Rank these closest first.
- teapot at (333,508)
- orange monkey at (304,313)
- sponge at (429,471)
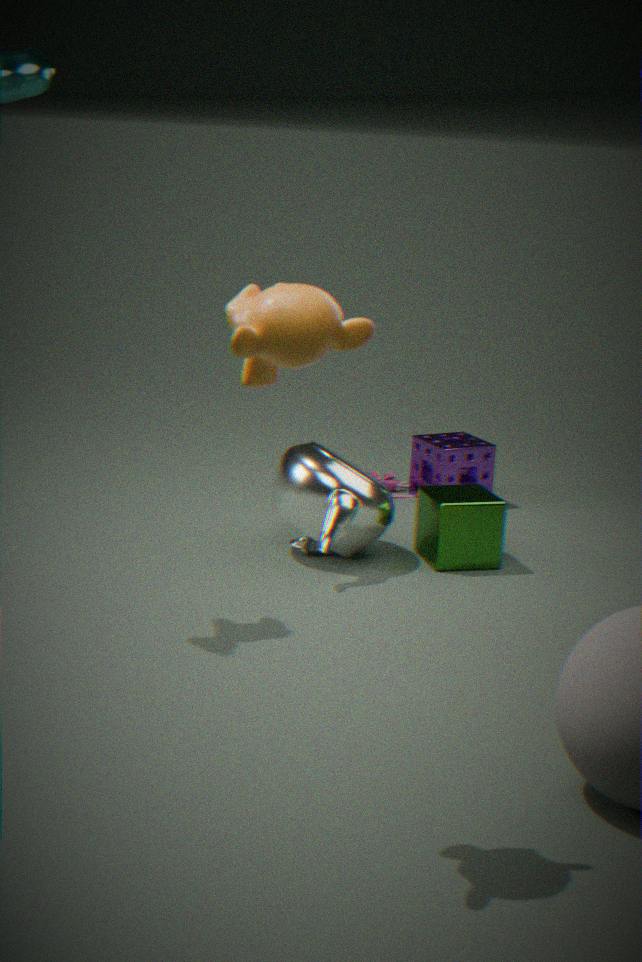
orange monkey at (304,313)
teapot at (333,508)
sponge at (429,471)
